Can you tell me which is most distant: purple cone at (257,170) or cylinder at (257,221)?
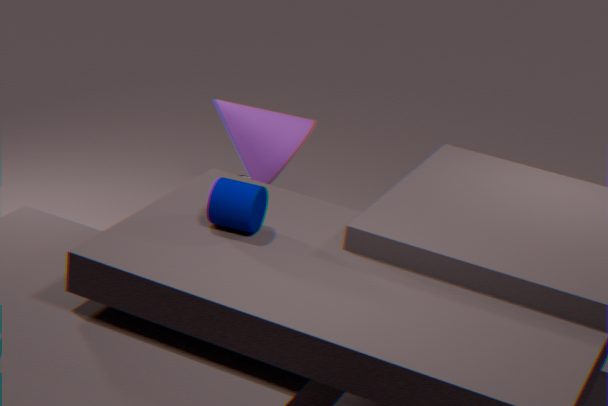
purple cone at (257,170)
